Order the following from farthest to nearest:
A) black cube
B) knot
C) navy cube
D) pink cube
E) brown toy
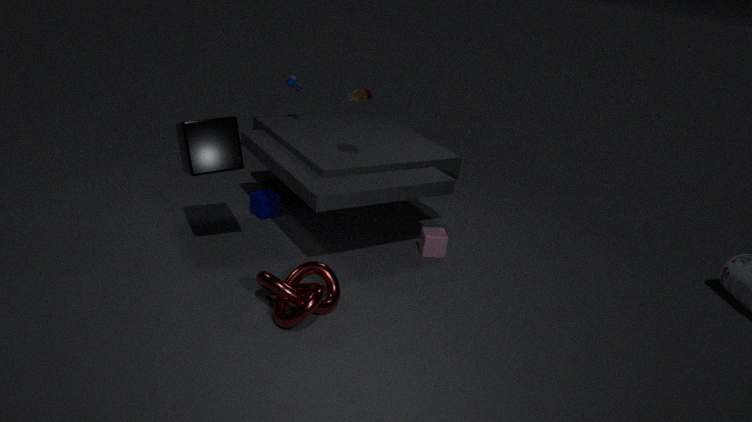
navy cube → pink cube → brown toy → black cube → knot
